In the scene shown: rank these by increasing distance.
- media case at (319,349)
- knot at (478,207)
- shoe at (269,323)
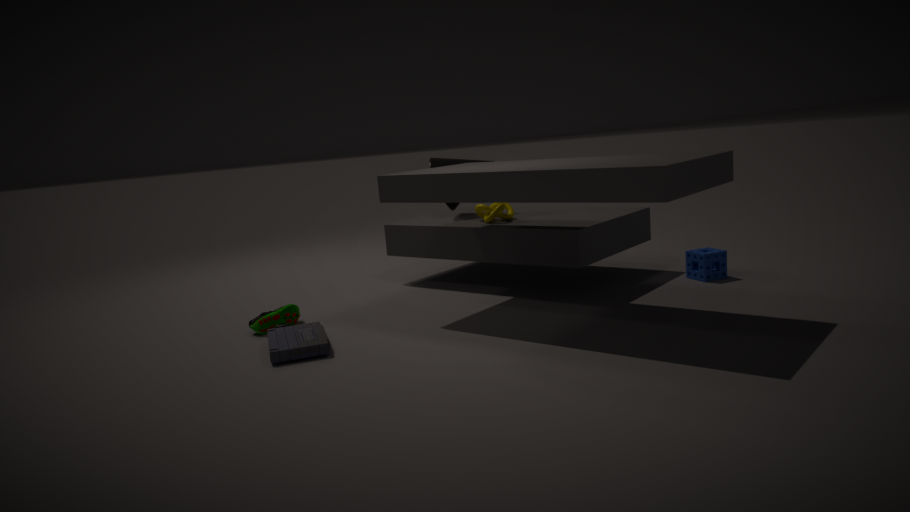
media case at (319,349) → shoe at (269,323) → knot at (478,207)
